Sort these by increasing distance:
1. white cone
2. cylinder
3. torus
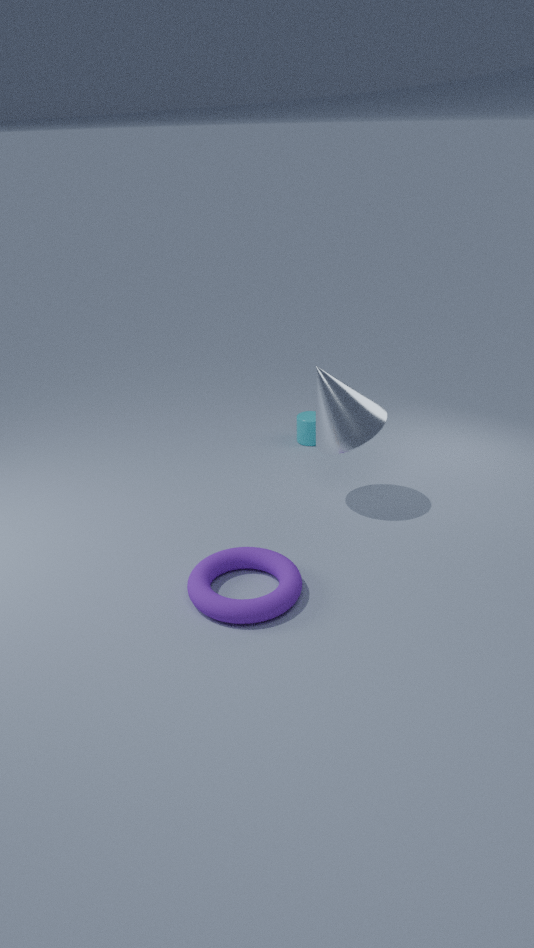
torus, white cone, cylinder
